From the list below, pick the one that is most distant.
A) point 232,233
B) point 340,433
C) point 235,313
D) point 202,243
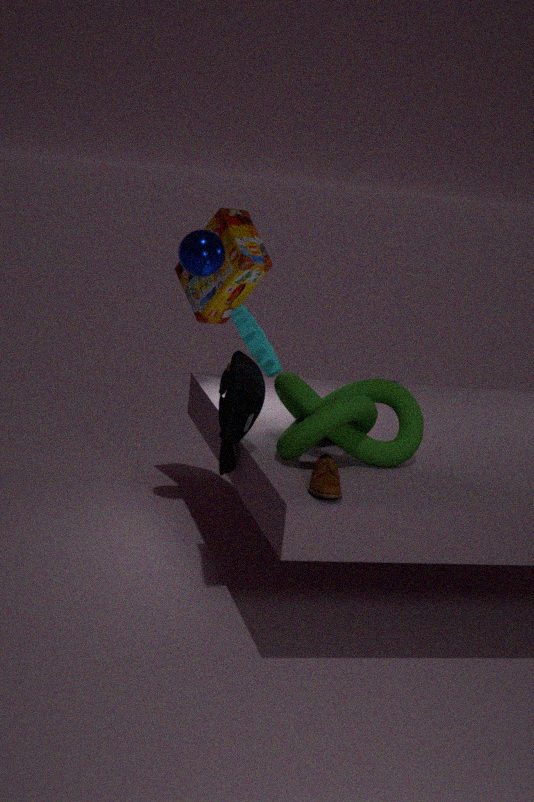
point 232,233
